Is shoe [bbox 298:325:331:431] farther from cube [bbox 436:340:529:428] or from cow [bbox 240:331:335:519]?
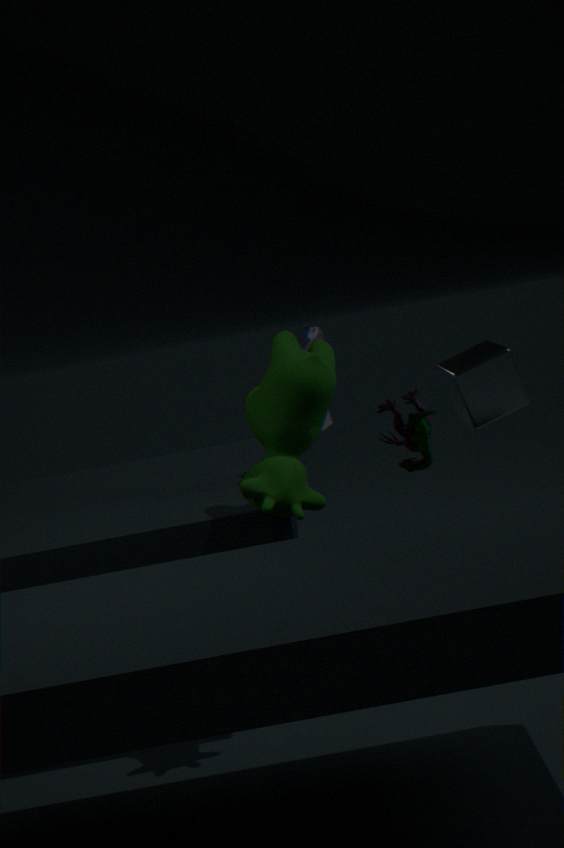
cube [bbox 436:340:529:428]
